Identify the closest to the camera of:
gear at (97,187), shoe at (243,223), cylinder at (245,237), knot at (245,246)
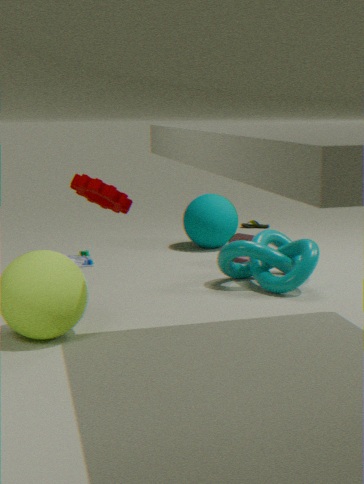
gear at (97,187)
